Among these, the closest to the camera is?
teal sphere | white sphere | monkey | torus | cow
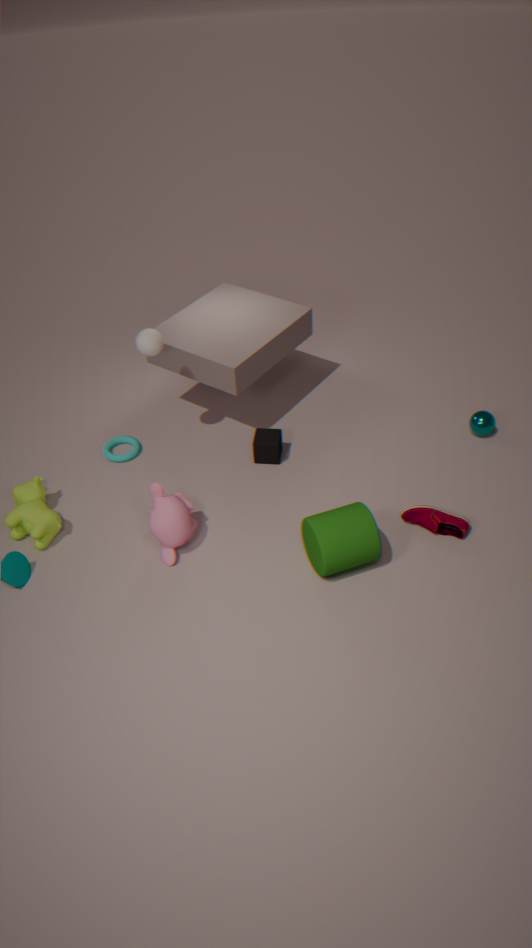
monkey
